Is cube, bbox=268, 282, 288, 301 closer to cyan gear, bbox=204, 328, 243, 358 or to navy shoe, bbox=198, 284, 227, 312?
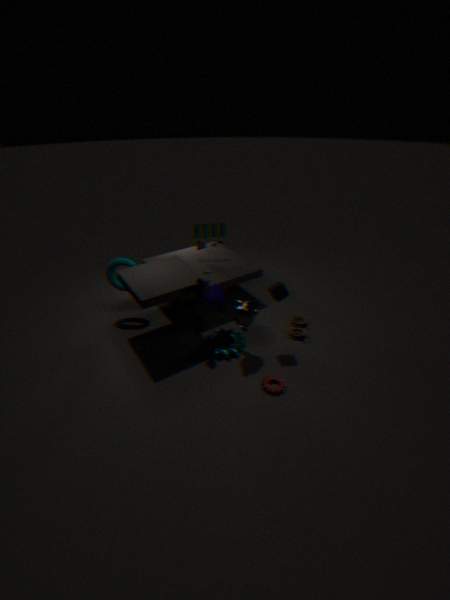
navy shoe, bbox=198, 284, 227, 312
